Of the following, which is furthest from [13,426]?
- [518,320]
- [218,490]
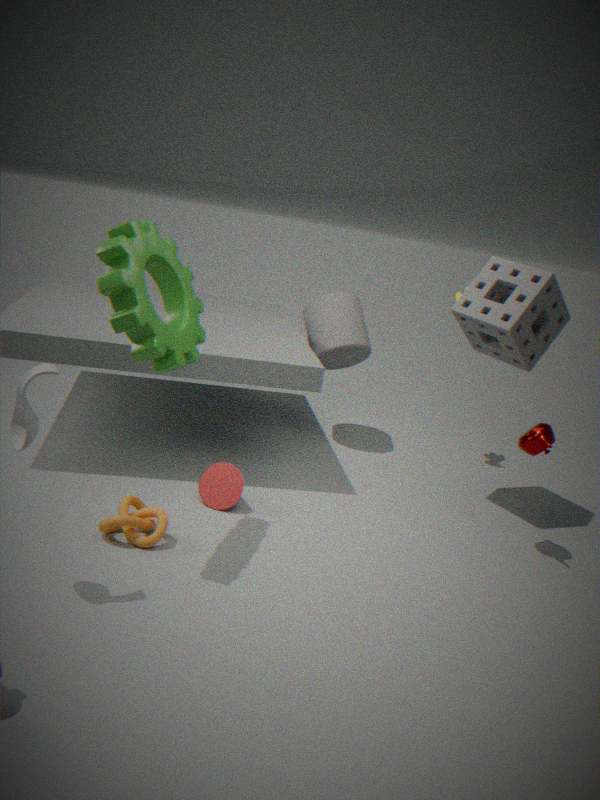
[518,320]
